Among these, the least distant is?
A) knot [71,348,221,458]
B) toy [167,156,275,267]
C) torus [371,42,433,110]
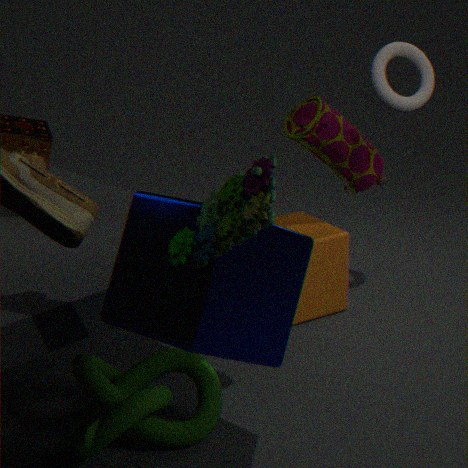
toy [167,156,275,267]
